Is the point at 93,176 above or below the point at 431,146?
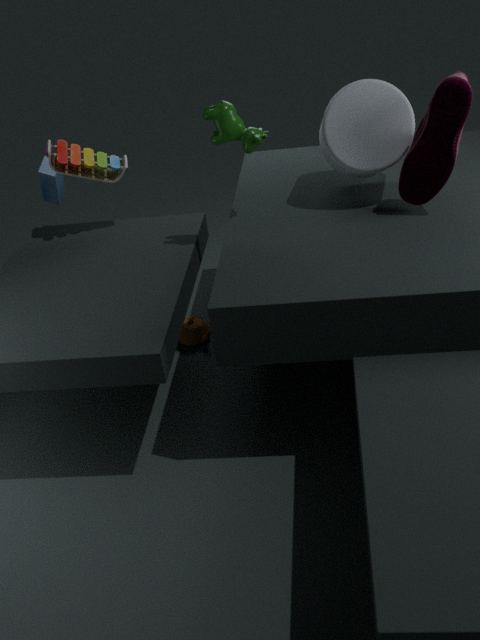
below
